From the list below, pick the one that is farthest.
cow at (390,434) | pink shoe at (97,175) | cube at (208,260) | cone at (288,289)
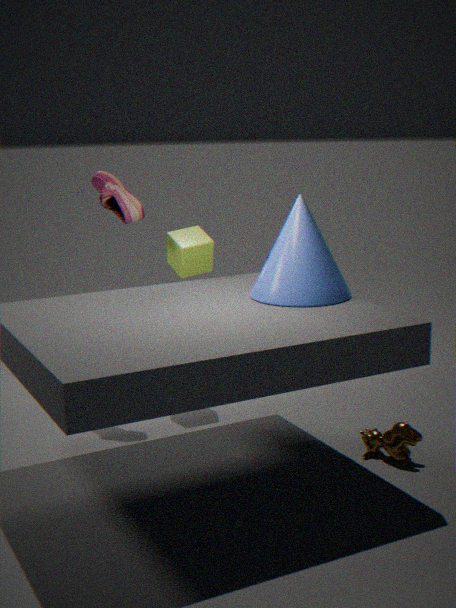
cube at (208,260)
